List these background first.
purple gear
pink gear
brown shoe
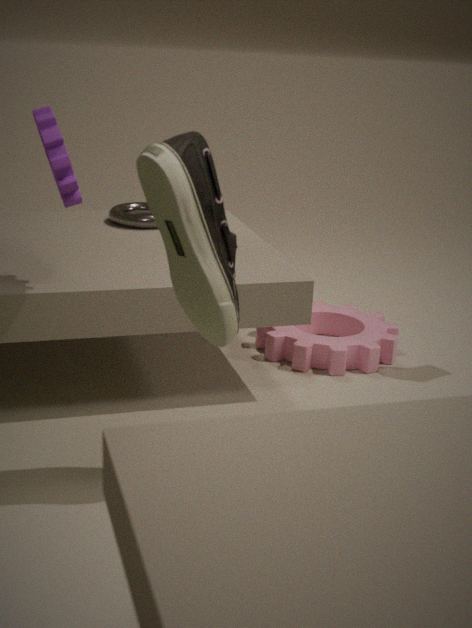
pink gear, purple gear, brown shoe
